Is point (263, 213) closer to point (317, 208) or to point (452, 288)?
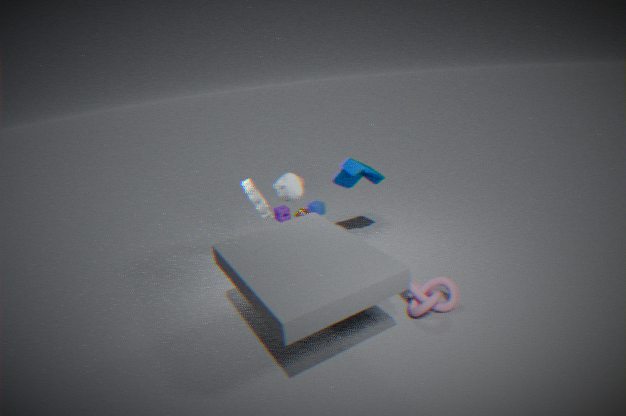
point (317, 208)
